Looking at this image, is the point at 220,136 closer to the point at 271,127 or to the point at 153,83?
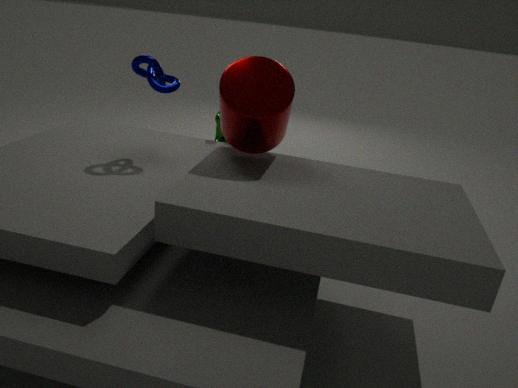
the point at 153,83
